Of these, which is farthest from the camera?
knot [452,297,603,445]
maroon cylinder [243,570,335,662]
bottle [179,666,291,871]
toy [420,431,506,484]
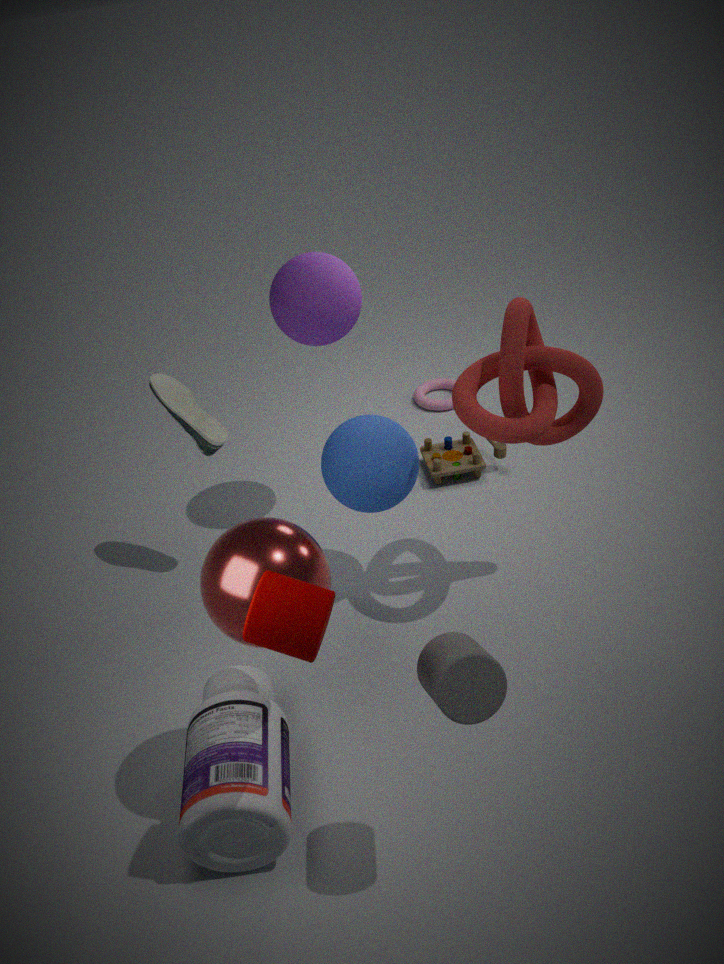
toy [420,431,506,484]
